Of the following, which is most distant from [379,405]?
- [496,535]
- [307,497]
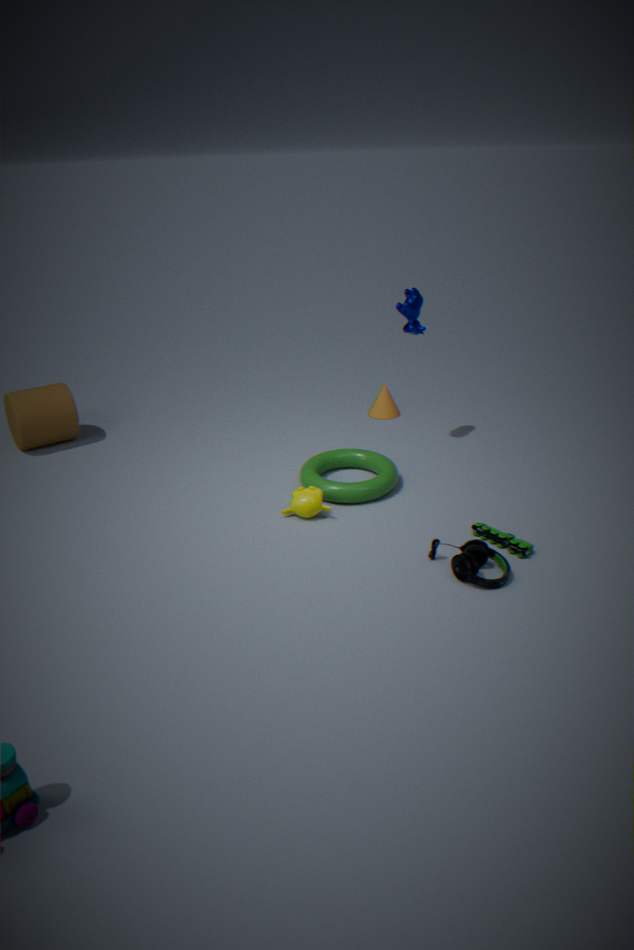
[496,535]
